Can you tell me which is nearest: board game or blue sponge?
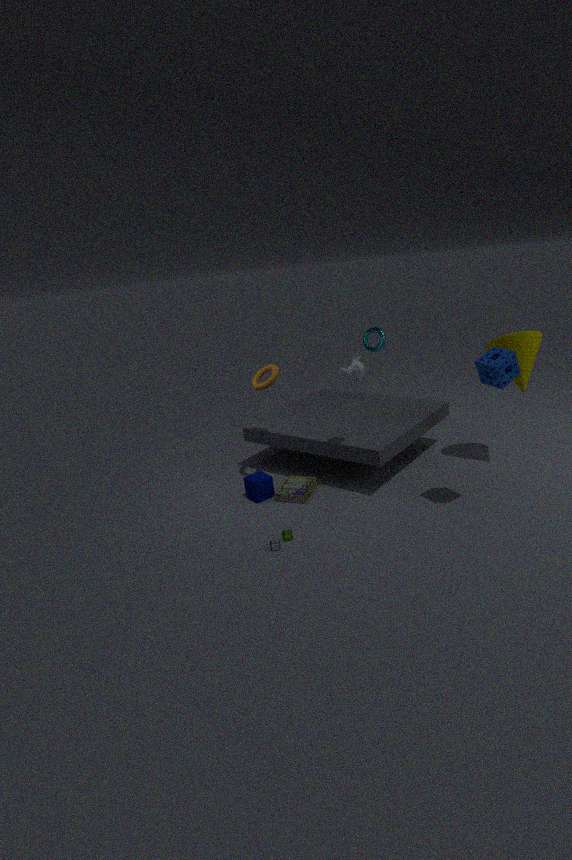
blue sponge
